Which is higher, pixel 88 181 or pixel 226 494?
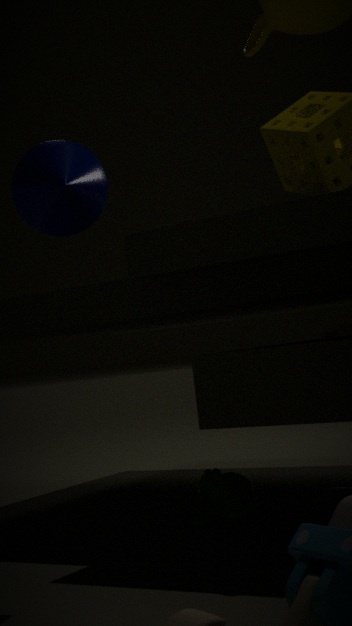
pixel 88 181
